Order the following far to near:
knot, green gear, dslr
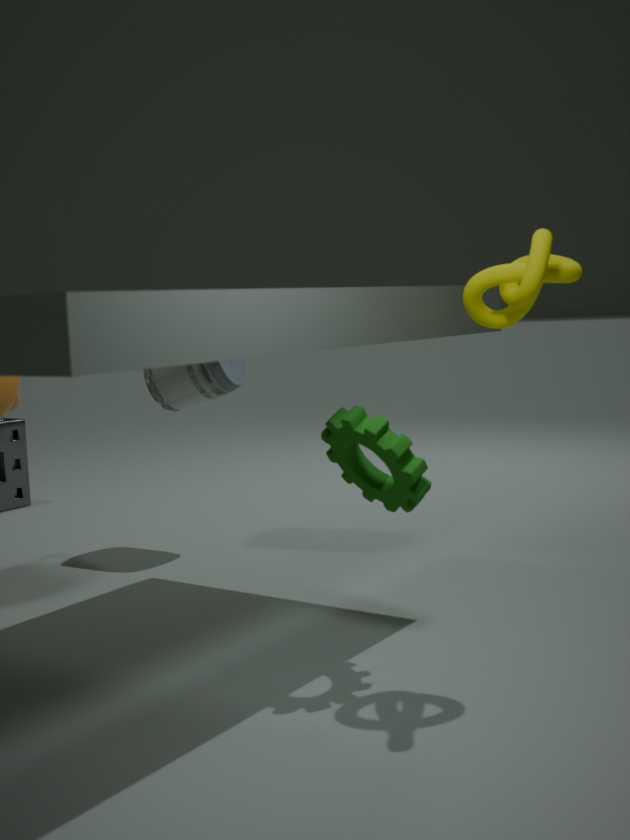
dslr, green gear, knot
